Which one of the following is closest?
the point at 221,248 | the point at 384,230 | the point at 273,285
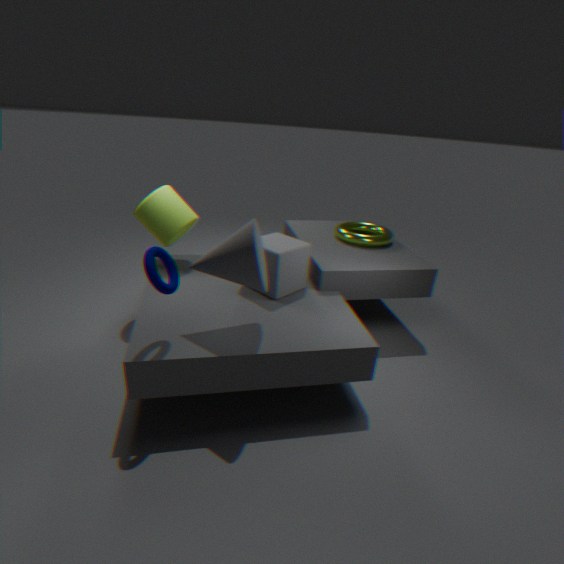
the point at 221,248
